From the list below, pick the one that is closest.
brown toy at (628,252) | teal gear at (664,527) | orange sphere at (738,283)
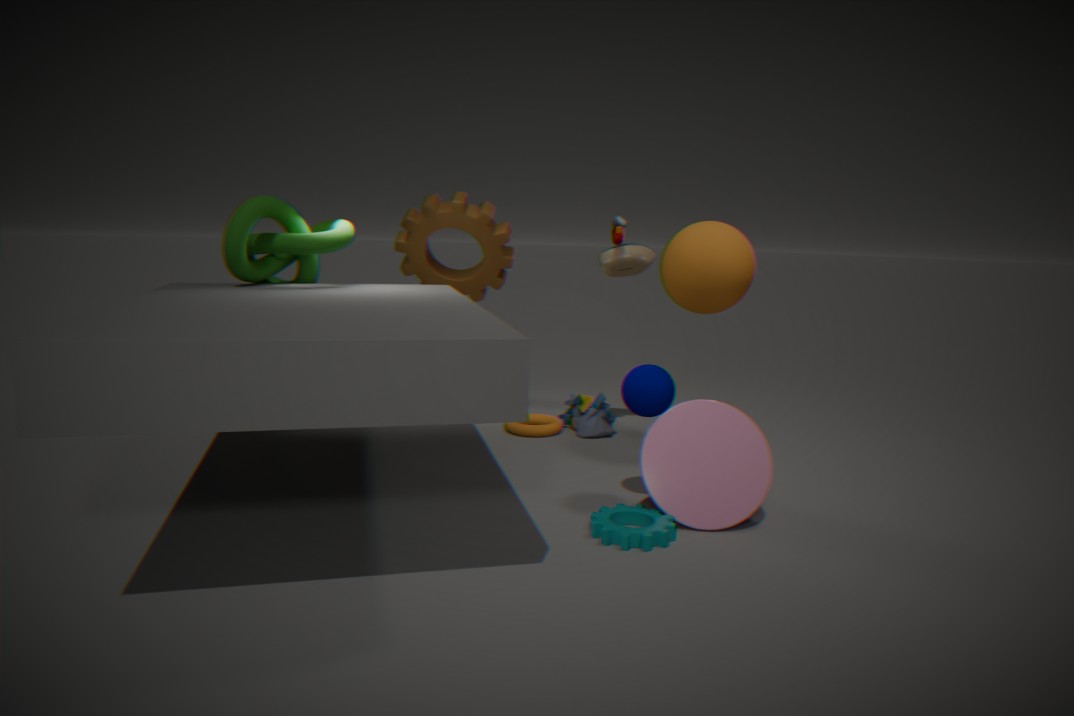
teal gear at (664,527)
